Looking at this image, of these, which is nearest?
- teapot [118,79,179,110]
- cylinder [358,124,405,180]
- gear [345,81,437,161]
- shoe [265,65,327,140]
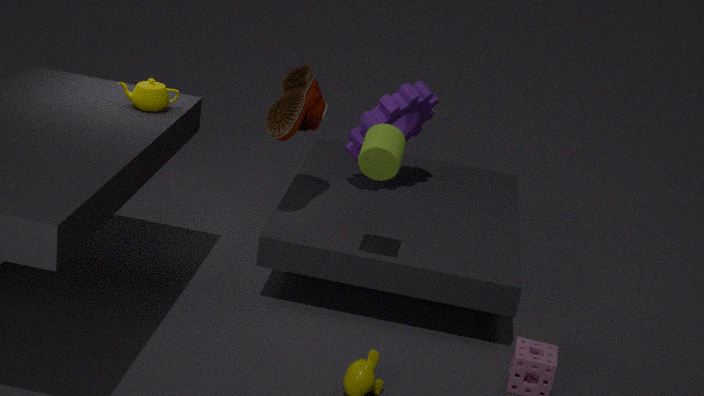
cylinder [358,124,405,180]
